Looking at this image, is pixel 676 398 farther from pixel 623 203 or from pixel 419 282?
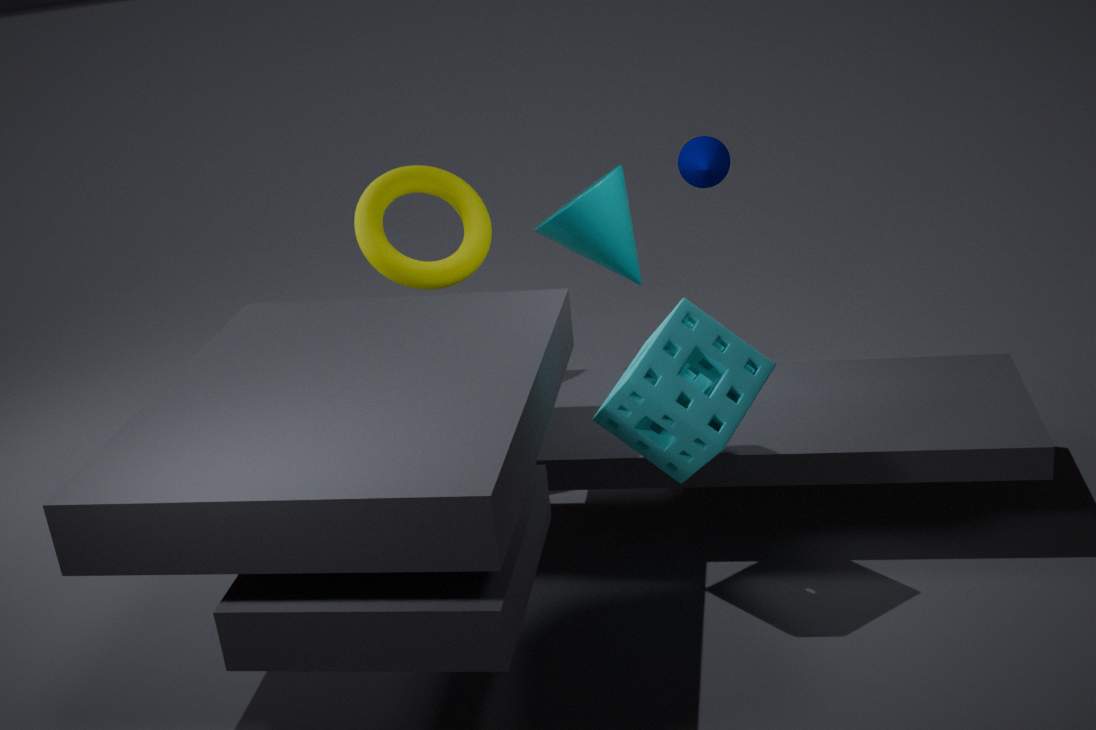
pixel 419 282
